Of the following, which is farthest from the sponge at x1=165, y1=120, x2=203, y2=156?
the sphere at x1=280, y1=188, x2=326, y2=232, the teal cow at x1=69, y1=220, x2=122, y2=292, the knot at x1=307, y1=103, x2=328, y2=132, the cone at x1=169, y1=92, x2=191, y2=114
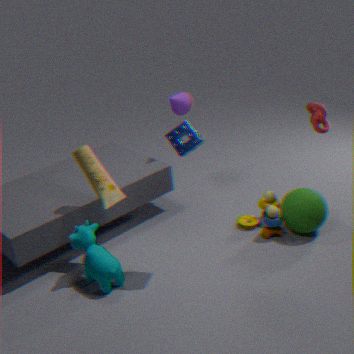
the knot at x1=307, y1=103, x2=328, y2=132
